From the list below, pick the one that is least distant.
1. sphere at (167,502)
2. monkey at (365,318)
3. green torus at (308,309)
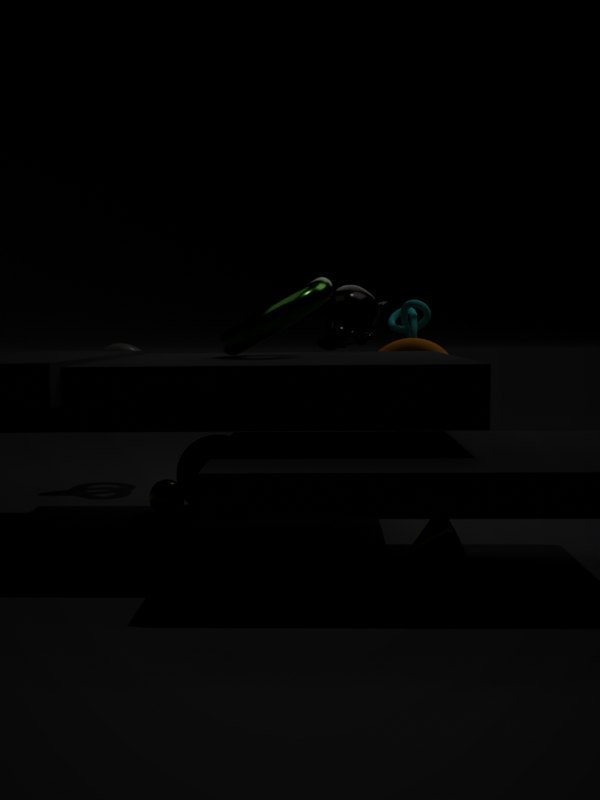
green torus at (308,309)
